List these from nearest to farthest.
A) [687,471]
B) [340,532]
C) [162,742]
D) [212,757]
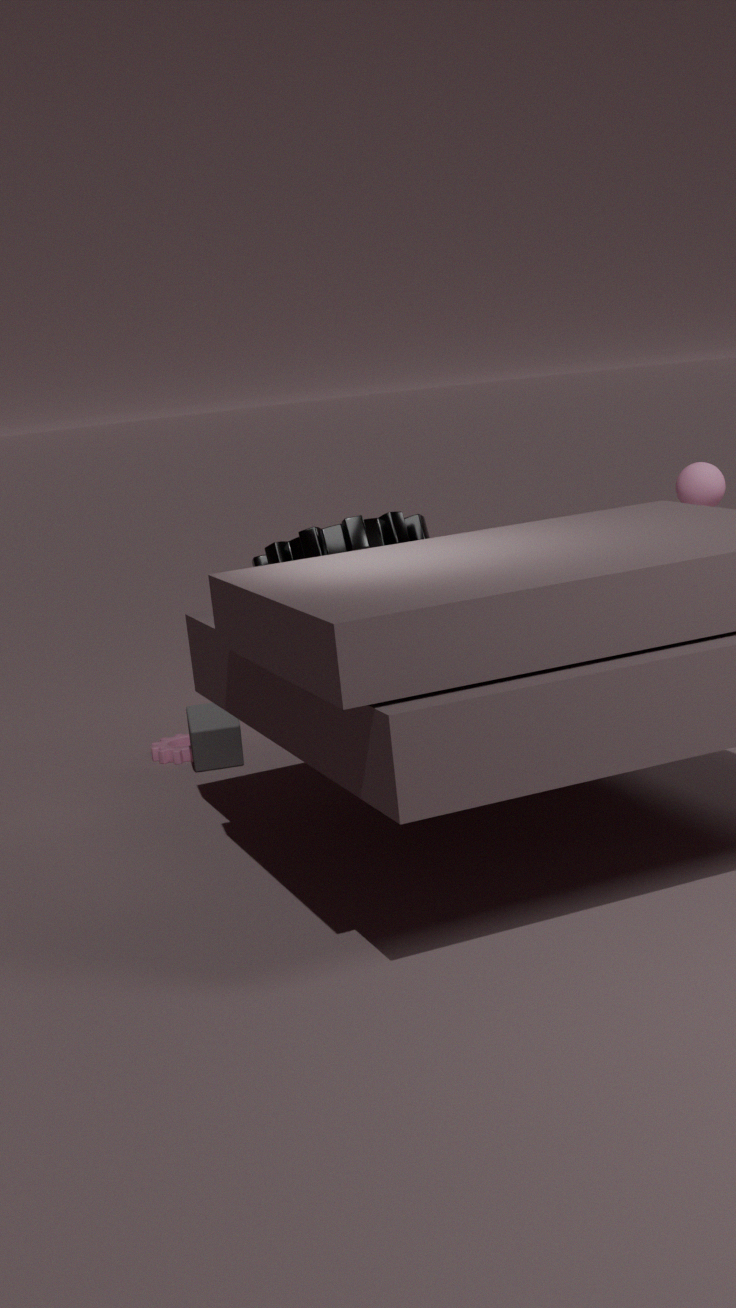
[340,532] → [212,757] → [687,471] → [162,742]
